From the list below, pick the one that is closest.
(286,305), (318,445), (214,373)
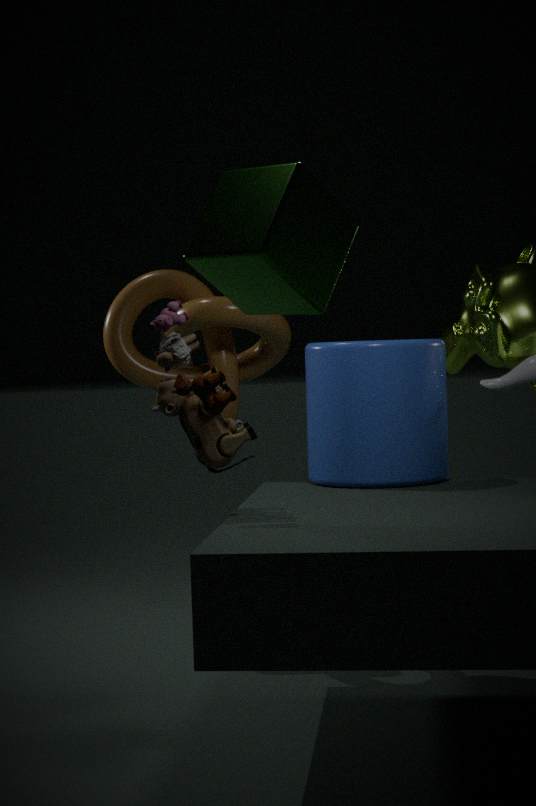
(286,305)
